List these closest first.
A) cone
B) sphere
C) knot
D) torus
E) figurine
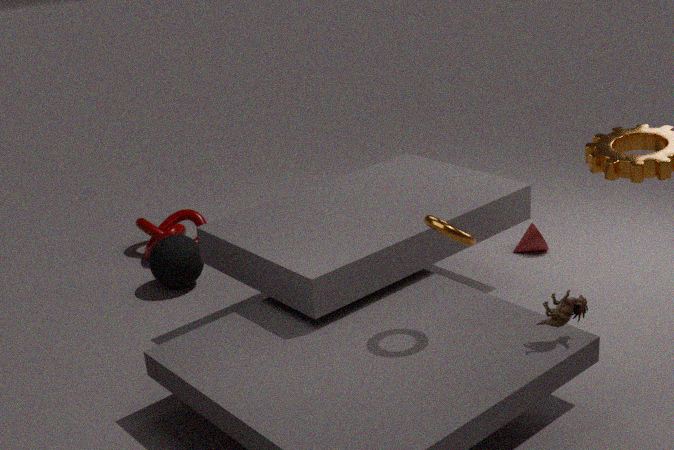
torus
figurine
sphere
cone
knot
